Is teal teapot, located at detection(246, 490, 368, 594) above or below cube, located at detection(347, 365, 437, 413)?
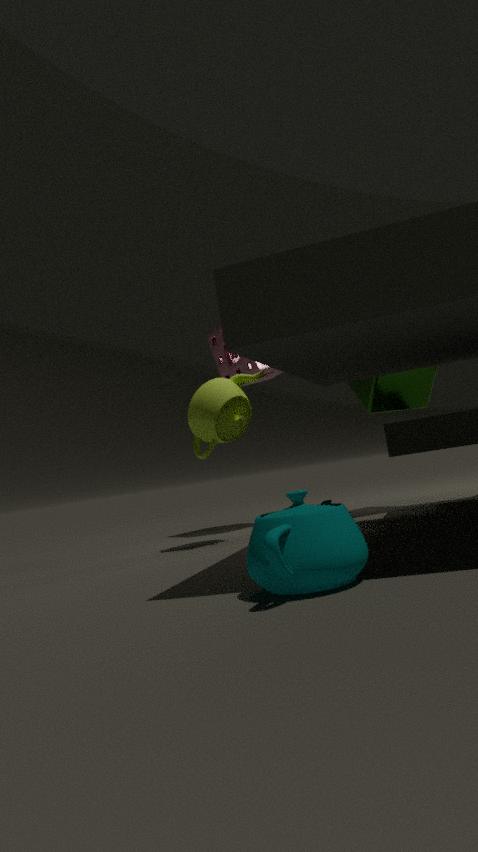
below
